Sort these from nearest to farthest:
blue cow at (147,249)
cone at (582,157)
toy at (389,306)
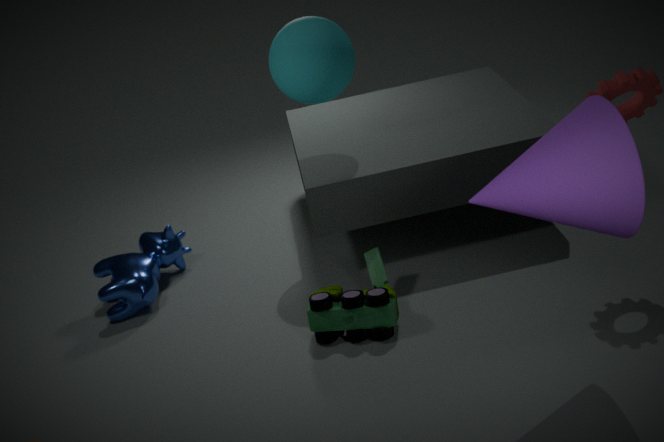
cone at (582,157) → toy at (389,306) → blue cow at (147,249)
